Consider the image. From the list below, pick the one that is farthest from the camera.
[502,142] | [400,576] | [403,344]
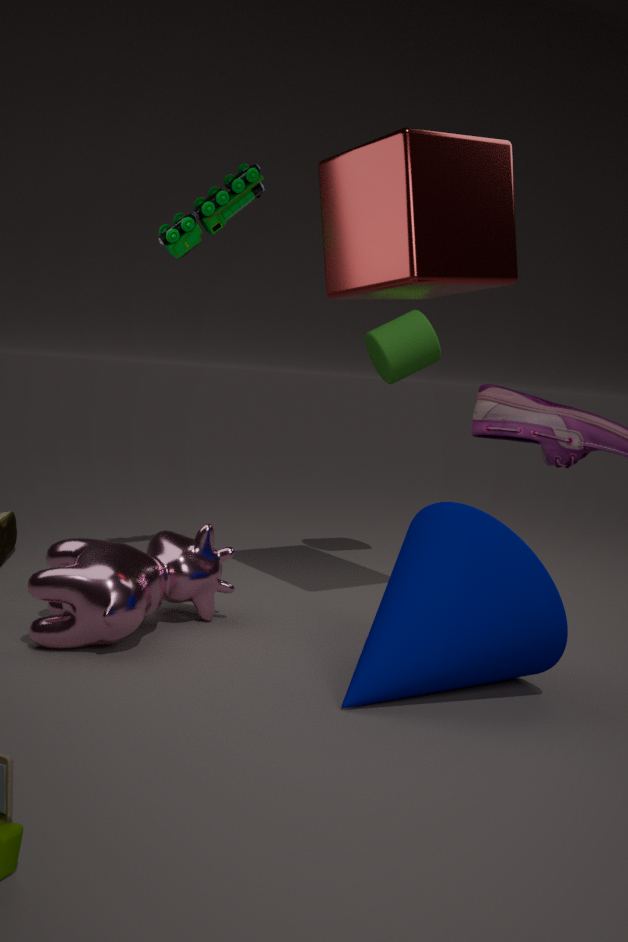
[403,344]
